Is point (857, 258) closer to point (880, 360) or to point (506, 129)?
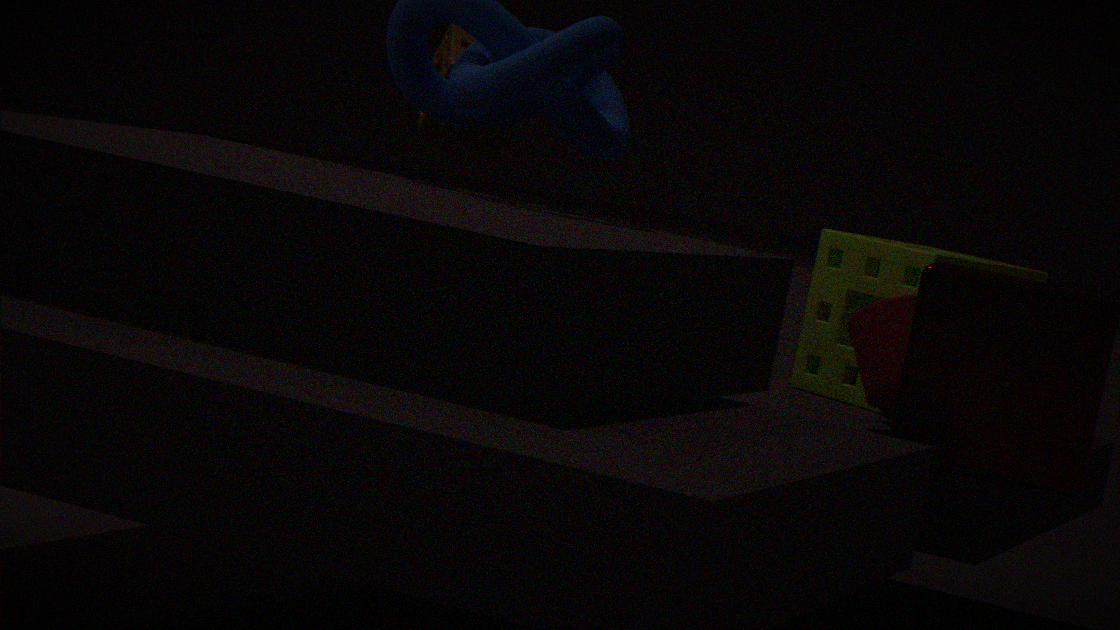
point (880, 360)
